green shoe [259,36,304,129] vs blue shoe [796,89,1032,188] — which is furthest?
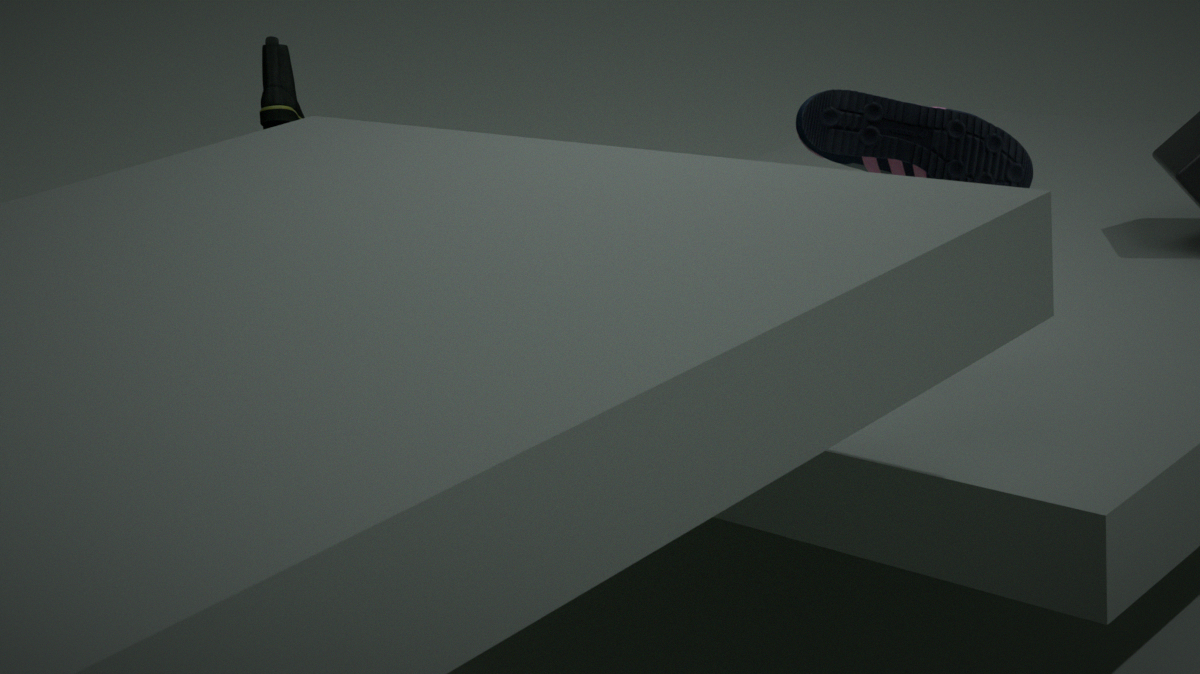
green shoe [259,36,304,129]
